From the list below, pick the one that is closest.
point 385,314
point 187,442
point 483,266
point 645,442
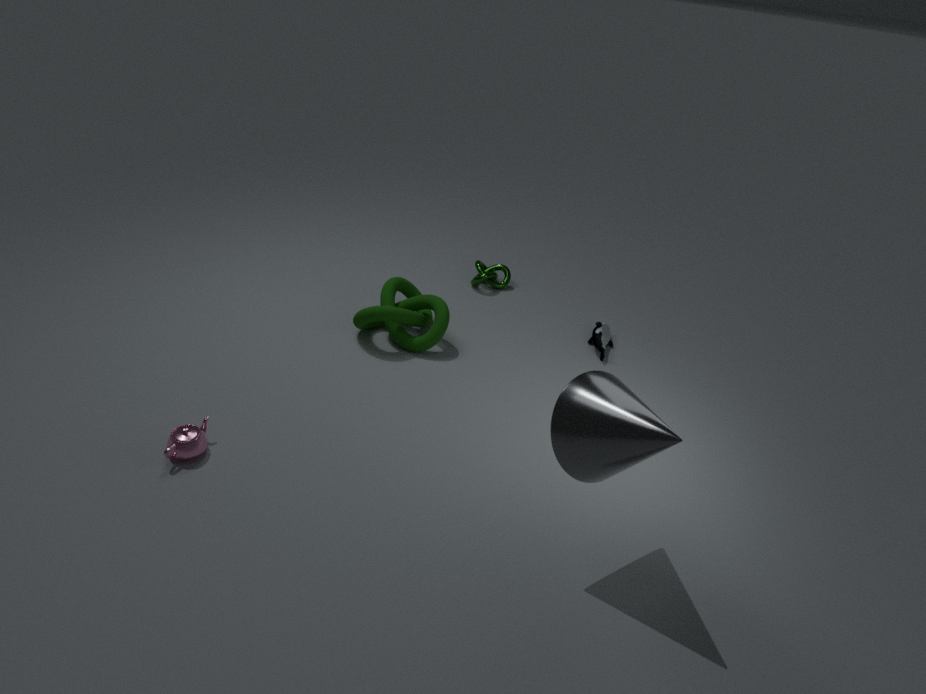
point 645,442
